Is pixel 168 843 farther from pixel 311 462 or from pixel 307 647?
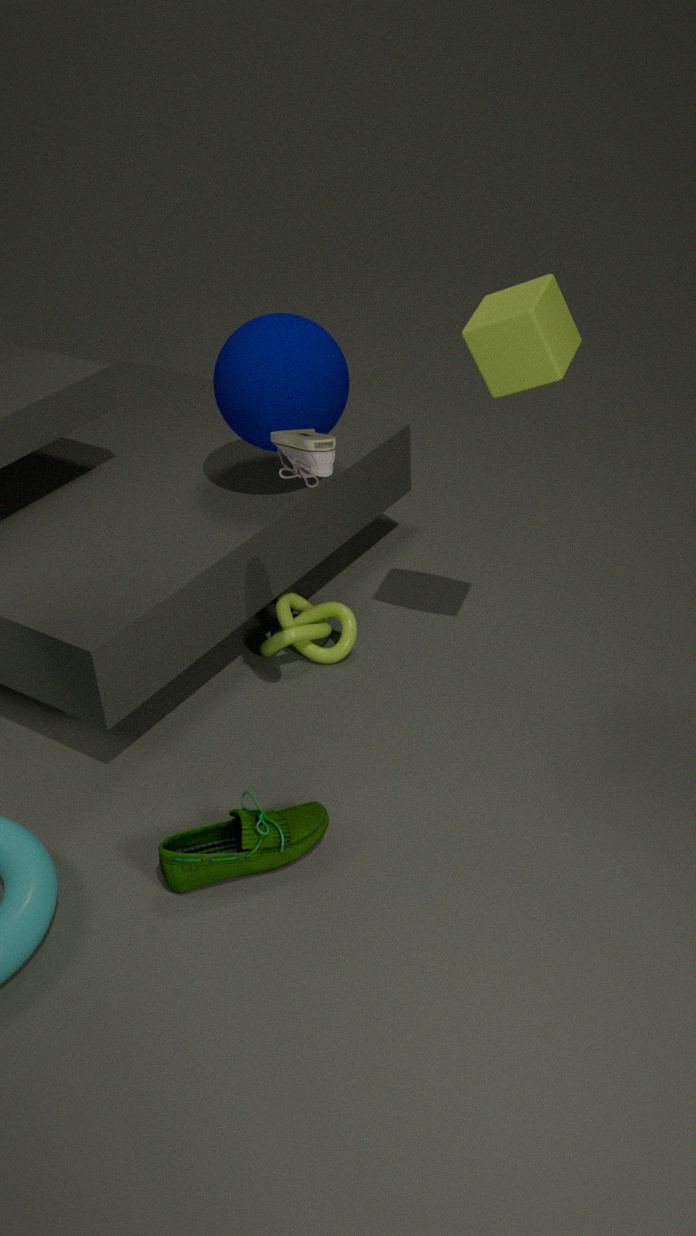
pixel 311 462
